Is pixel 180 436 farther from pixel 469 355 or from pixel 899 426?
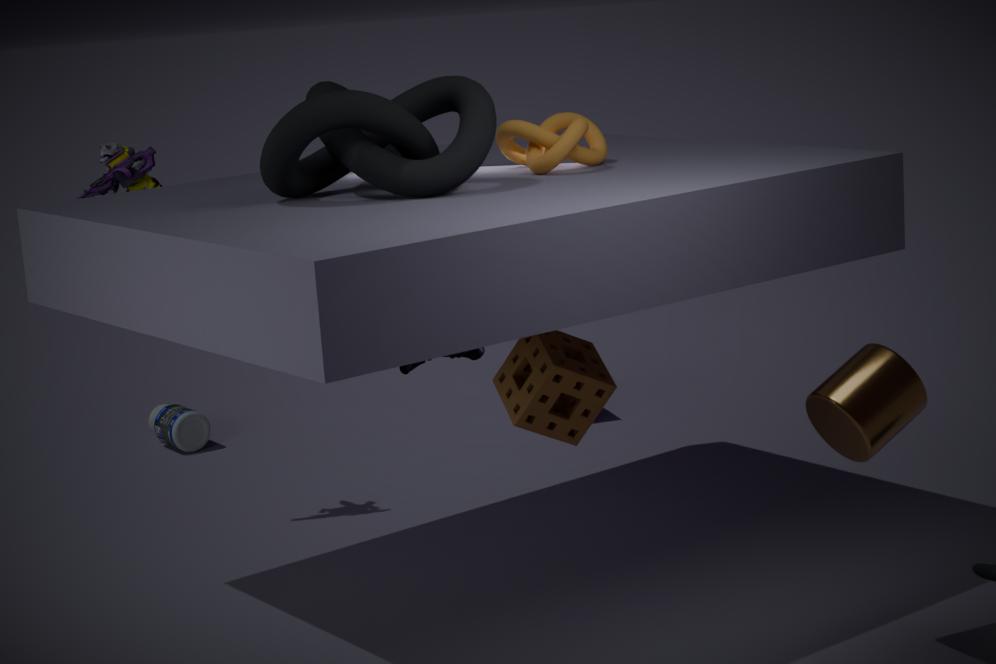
pixel 899 426
